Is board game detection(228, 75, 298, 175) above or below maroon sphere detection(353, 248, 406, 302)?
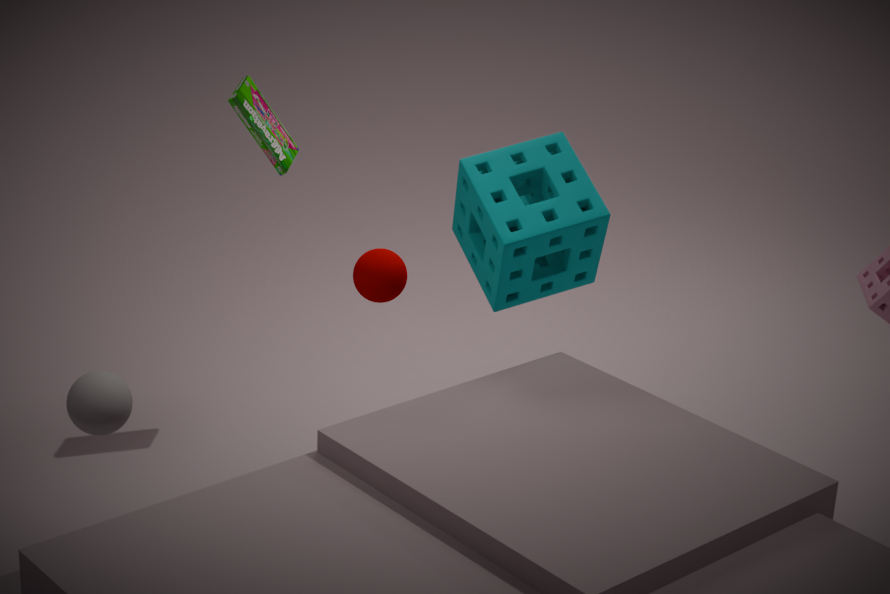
above
